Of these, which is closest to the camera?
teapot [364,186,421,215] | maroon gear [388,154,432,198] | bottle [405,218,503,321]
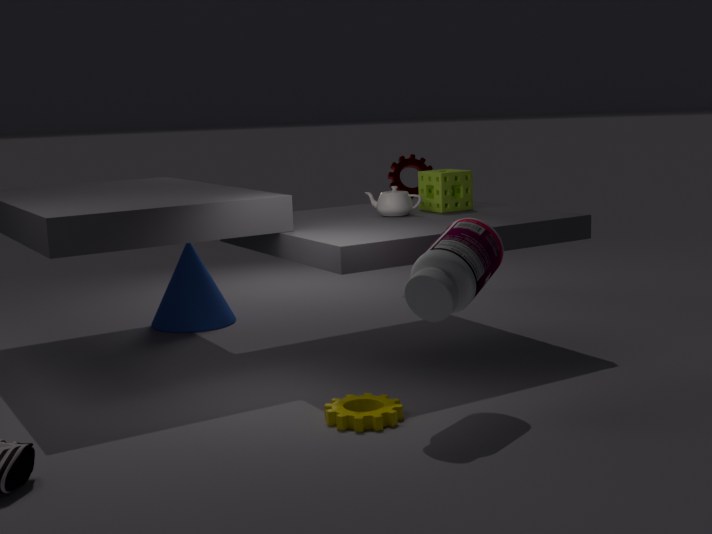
bottle [405,218,503,321]
